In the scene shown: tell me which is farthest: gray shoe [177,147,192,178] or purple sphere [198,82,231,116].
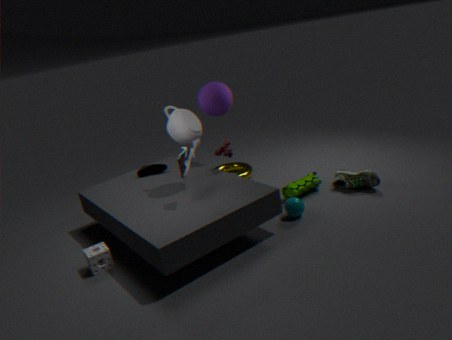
purple sphere [198,82,231,116]
